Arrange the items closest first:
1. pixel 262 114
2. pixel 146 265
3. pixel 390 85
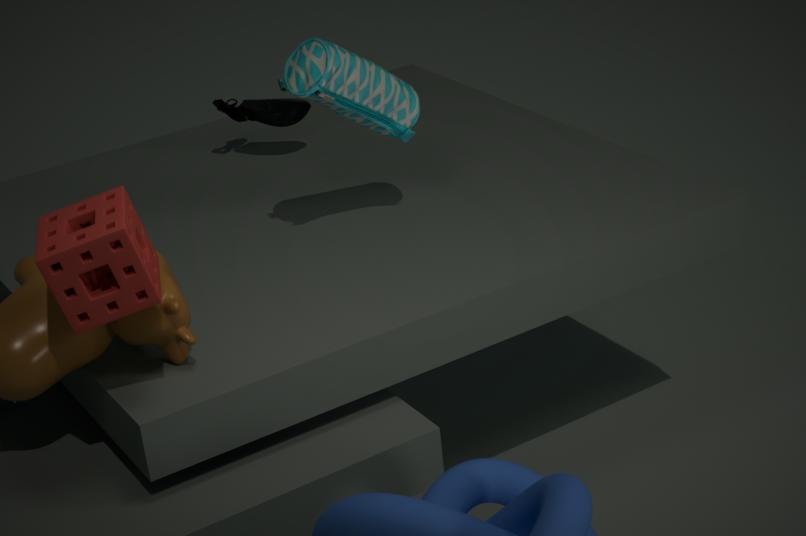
pixel 146 265 < pixel 390 85 < pixel 262 114
